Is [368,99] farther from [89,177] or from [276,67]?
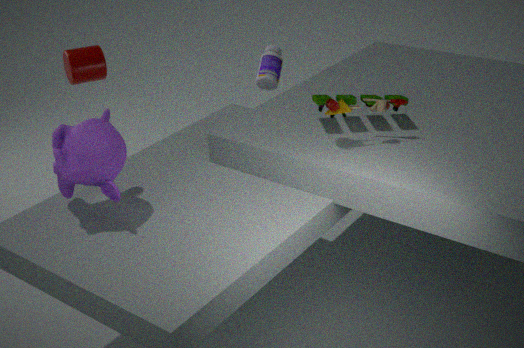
[89,177]
